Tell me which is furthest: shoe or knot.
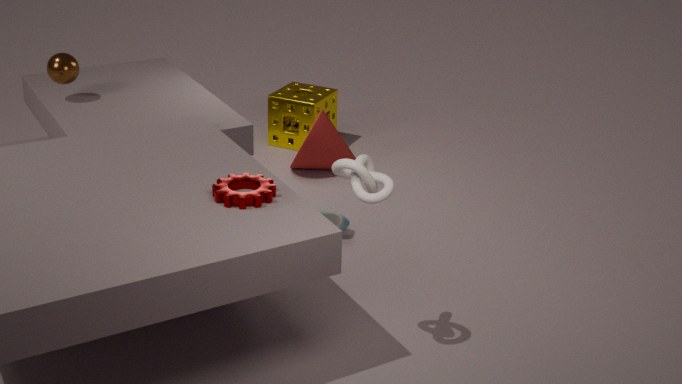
shoe
